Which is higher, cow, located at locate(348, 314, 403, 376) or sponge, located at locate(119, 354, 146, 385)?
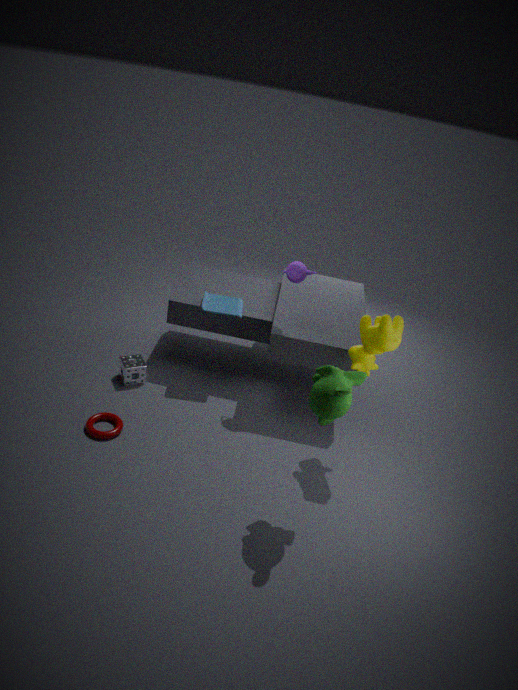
cow, located at locate(348, 314, 403, 376)
